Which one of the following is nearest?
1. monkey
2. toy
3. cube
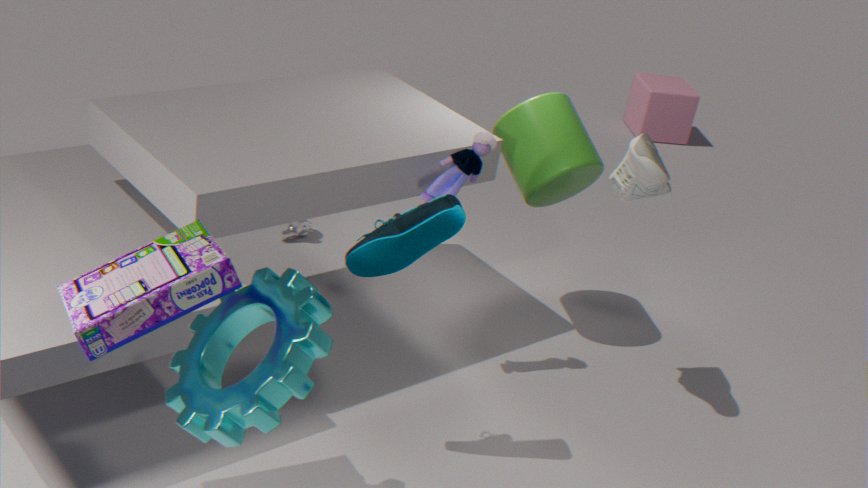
toy
